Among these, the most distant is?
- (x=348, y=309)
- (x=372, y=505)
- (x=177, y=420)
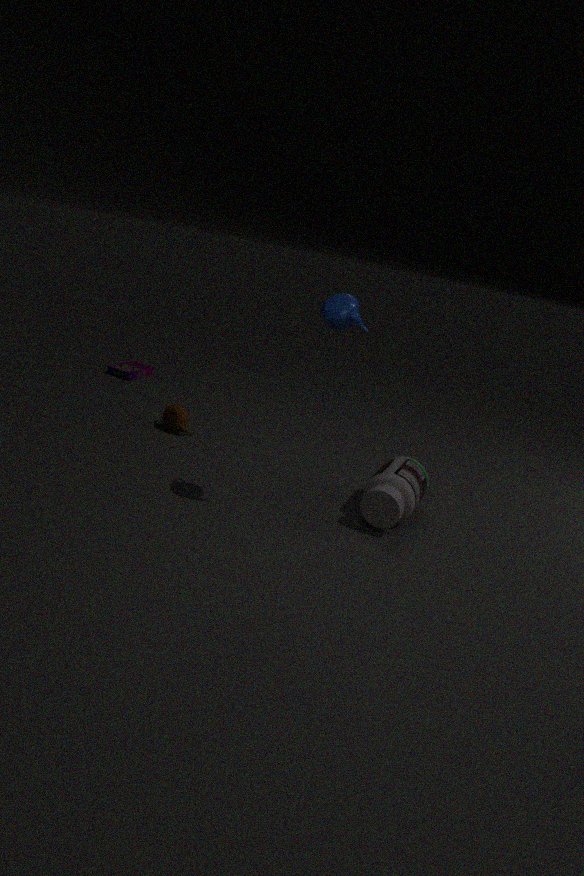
(x=177, y=420)
